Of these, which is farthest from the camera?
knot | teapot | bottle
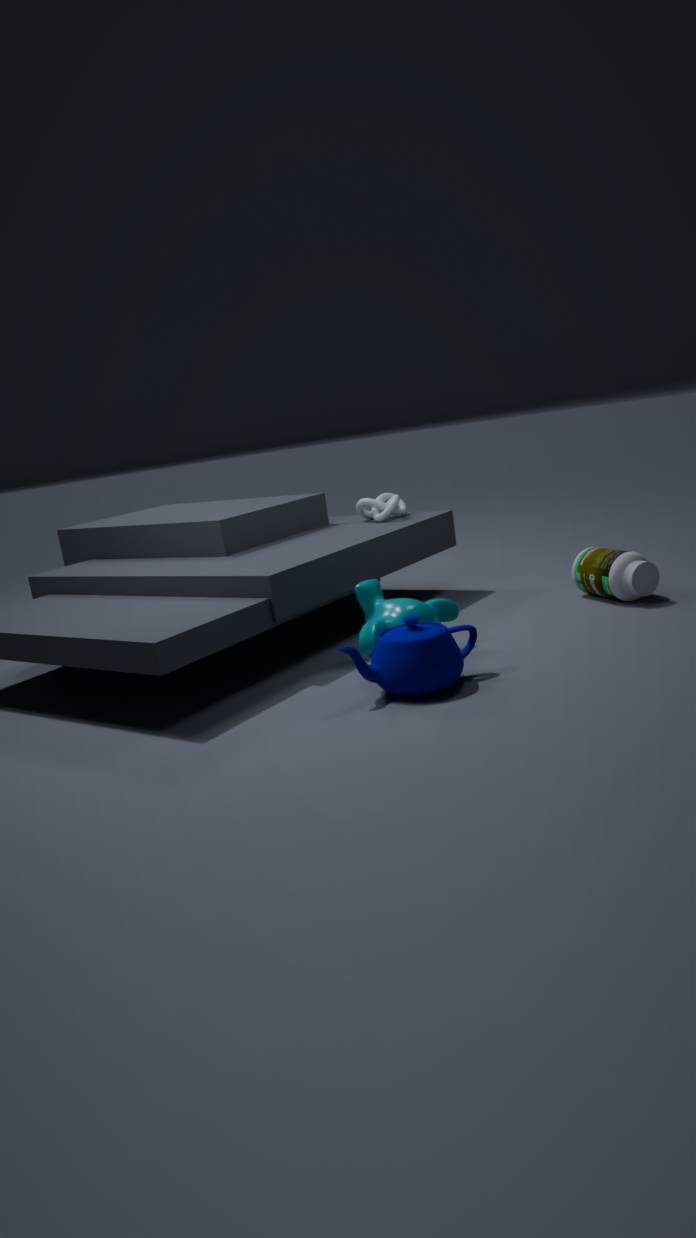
knot
